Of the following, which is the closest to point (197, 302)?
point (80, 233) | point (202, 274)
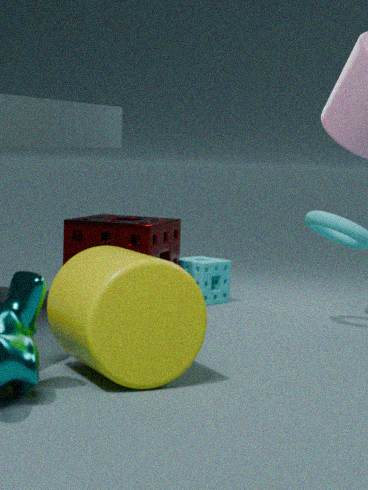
point (80, 233)
